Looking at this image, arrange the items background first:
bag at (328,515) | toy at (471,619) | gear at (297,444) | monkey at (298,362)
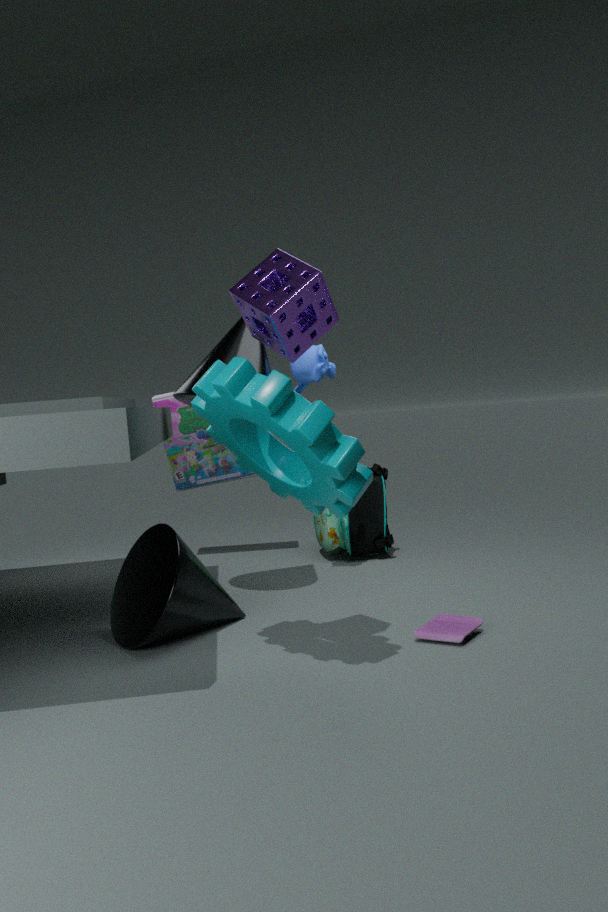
bag at (328,515) < monkey at (298,362) < toy at (471,619) < gear at (297,444)
